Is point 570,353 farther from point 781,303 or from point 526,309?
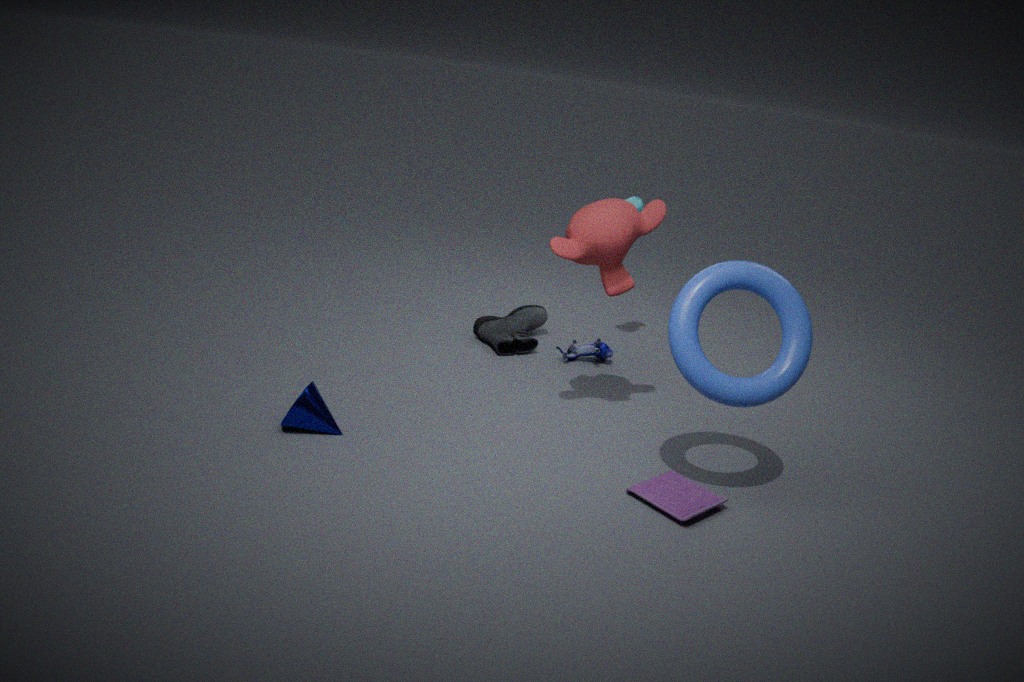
point 781,303
